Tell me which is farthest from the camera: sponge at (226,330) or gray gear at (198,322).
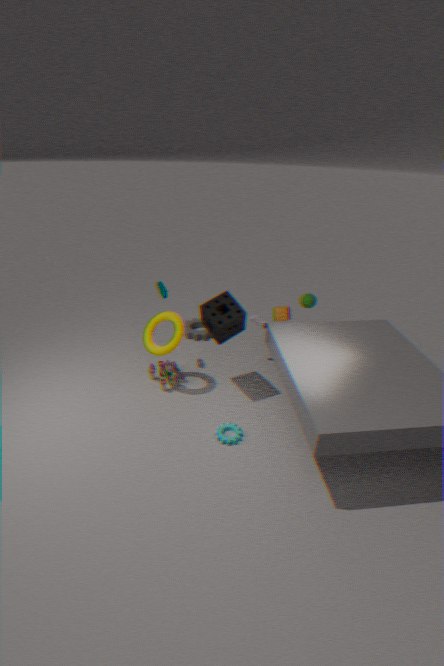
gray gear at (198,322)
